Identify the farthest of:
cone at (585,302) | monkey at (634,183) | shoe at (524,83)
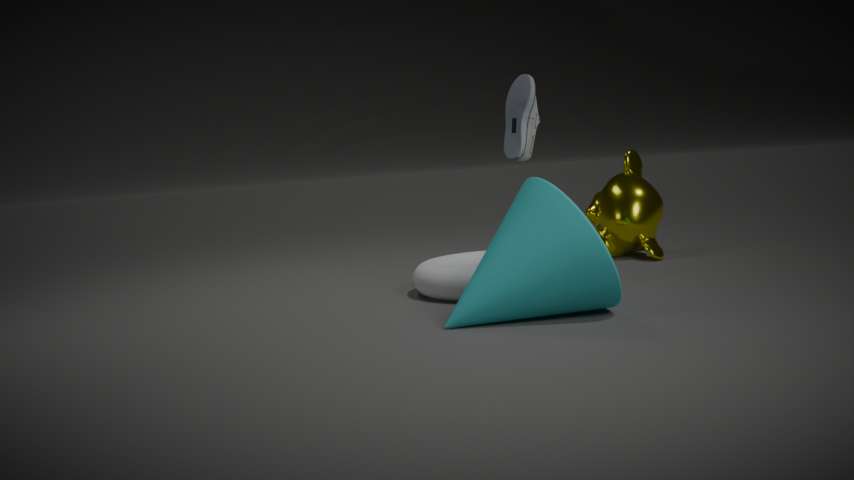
monkey at (634,183)
